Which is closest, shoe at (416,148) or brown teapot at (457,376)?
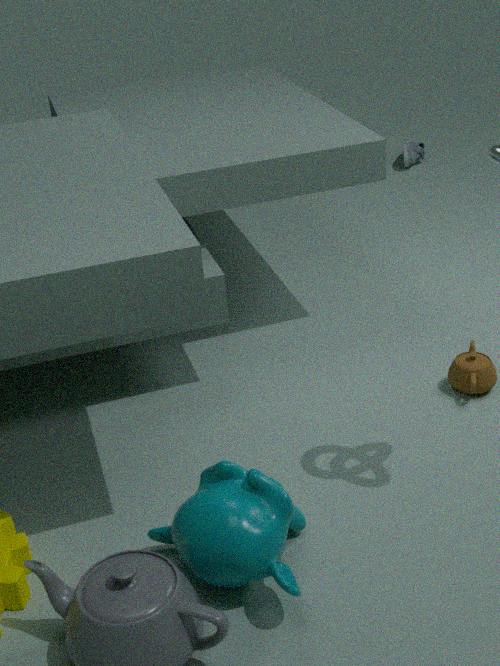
brown teapot at (457,376)
